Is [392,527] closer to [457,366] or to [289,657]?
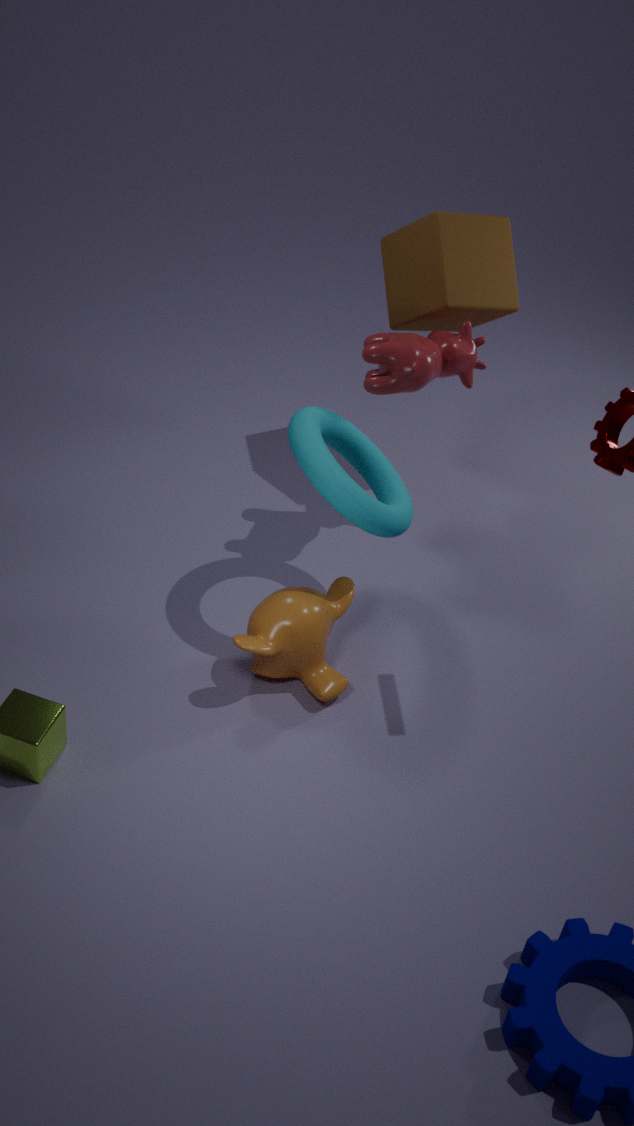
[457,366]
